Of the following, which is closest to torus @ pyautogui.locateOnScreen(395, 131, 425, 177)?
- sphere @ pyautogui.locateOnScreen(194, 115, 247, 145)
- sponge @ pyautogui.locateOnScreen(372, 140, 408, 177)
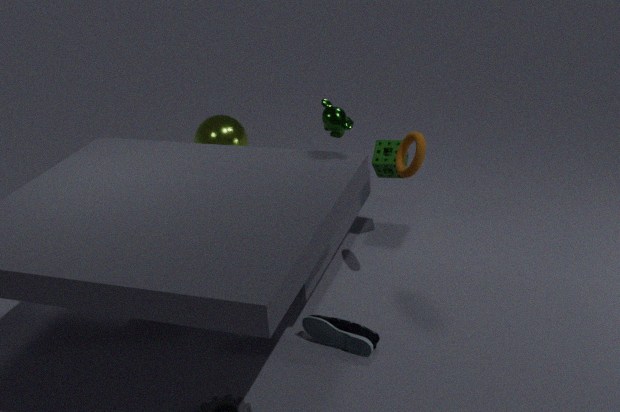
sponge @ pyautogui.locateOnScreen(372, 140, 408, 177)
